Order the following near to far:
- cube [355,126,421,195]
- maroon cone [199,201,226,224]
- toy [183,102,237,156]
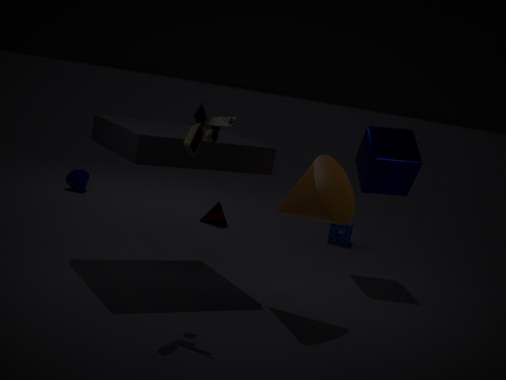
toy [183,102,237,156] < cube [355,126,421,195] < maroon cone [199,201,226,224]
